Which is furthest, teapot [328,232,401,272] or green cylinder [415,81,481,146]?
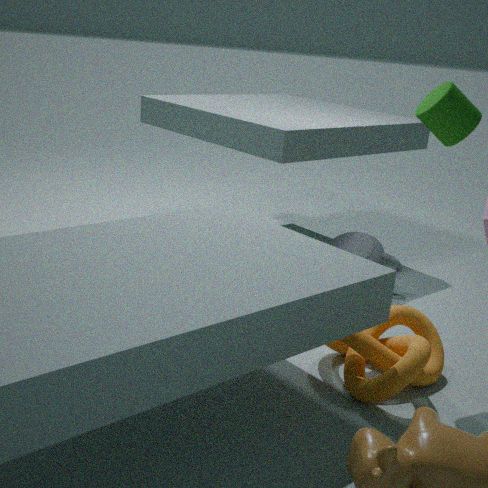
teapot [328,232,401,272]
